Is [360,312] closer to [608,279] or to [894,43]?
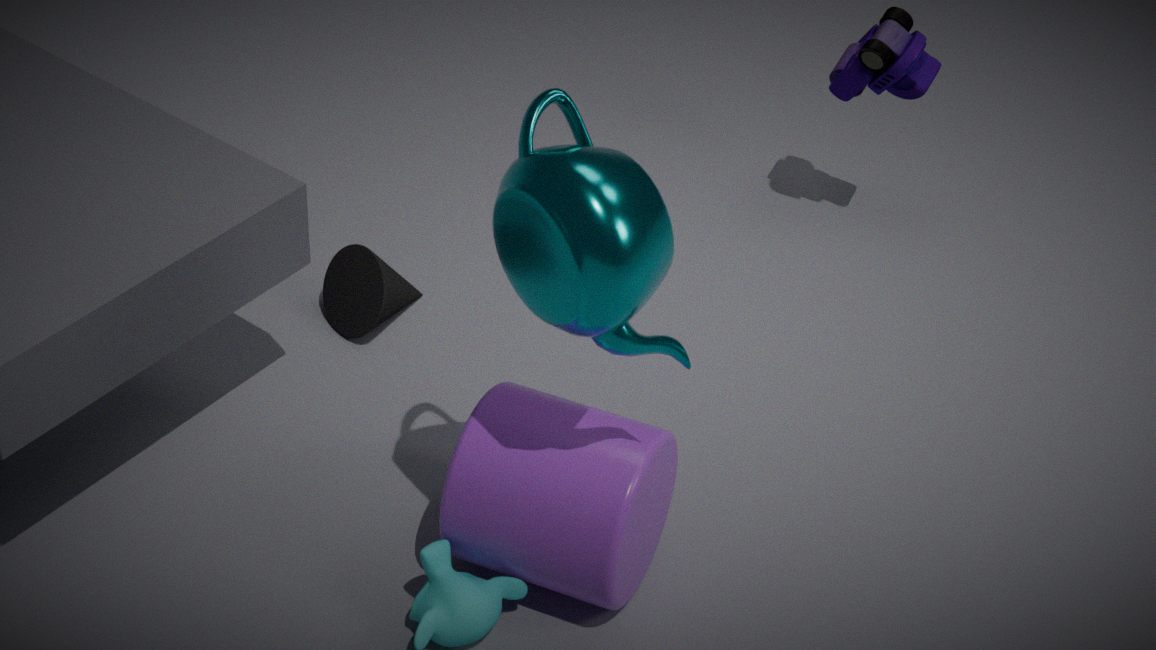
[608,279]
